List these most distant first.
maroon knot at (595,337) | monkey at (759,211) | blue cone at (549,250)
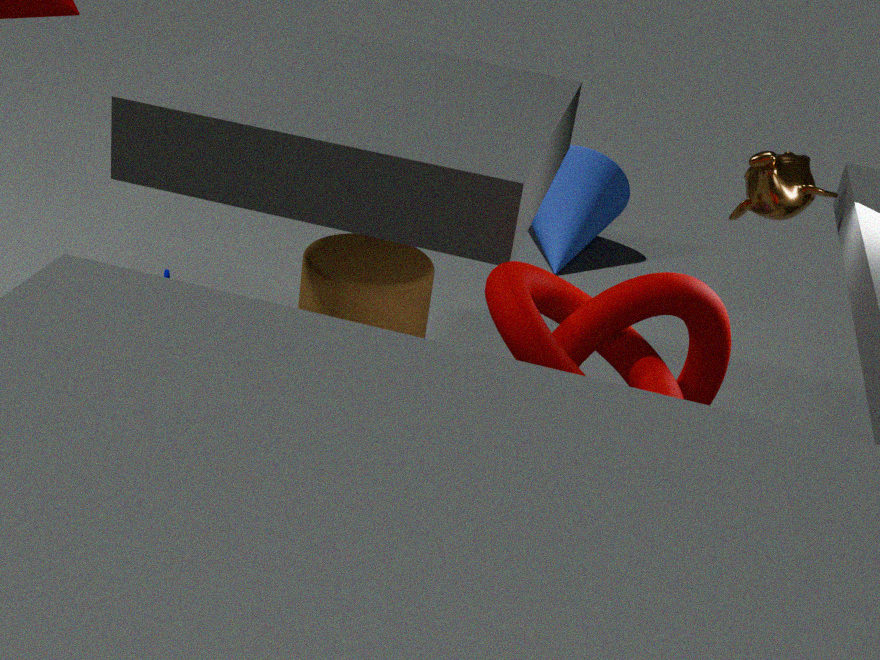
1. blue cone at (549,250)
2. monkey at (759,211)
3. maroon knot at (595,337)
